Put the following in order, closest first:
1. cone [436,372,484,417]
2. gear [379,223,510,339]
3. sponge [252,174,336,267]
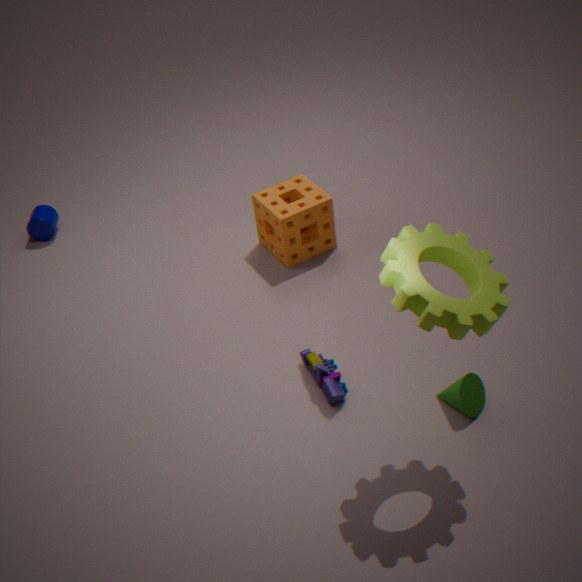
1. gear [379,223,510,339]
2. cone [436,372,484,417]
3. sponge [252,174,336,267]
